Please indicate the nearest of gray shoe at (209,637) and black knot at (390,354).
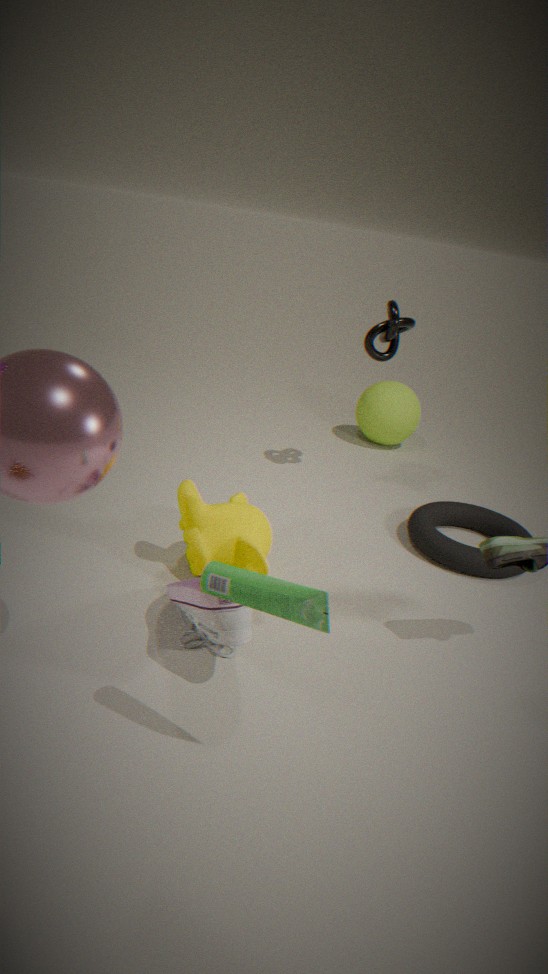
gray shoe at (209,637)
